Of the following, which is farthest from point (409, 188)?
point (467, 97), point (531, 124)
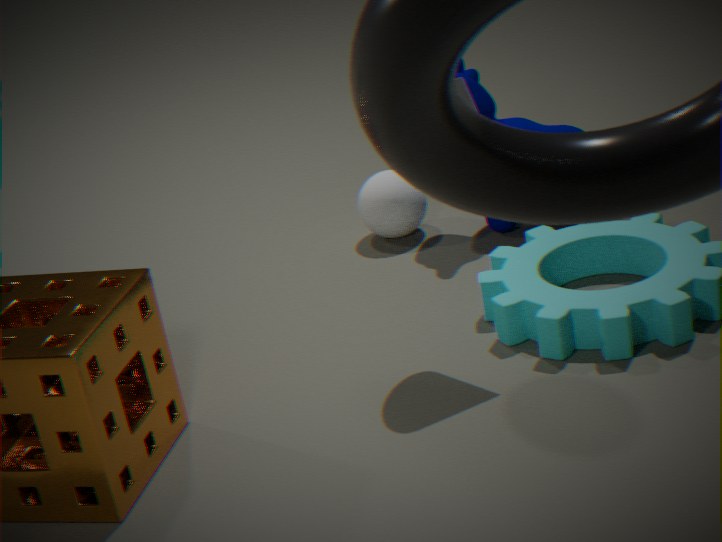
point (467, 97)
